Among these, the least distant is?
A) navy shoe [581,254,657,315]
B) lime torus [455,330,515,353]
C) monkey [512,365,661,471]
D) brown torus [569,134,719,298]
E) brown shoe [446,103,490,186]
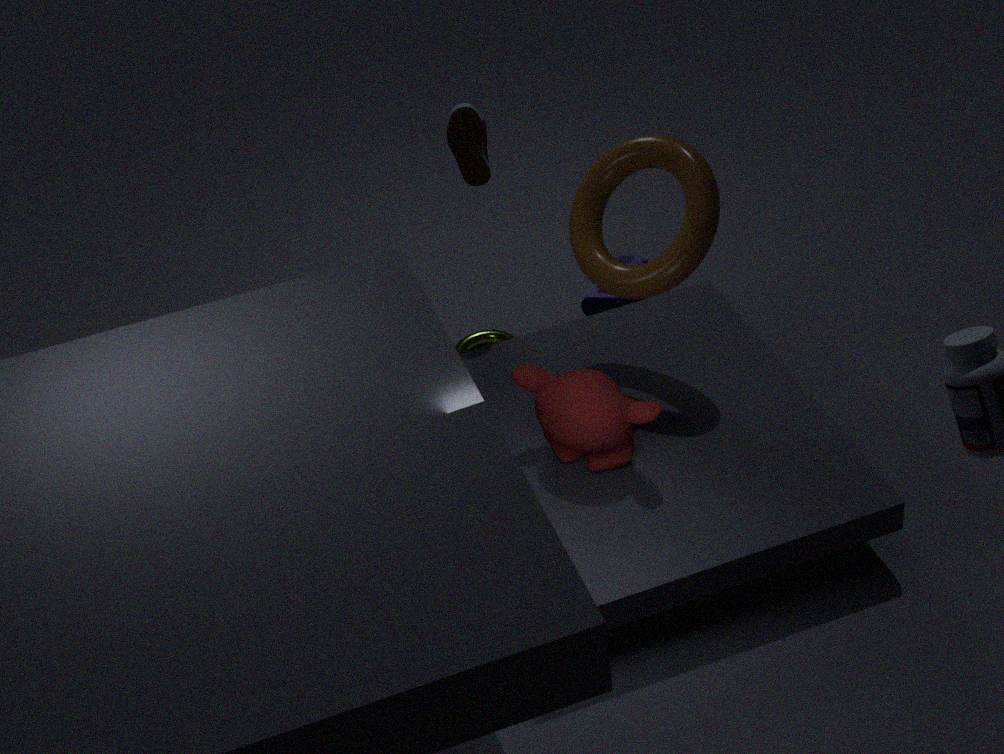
monkey [512,365,661,471]
